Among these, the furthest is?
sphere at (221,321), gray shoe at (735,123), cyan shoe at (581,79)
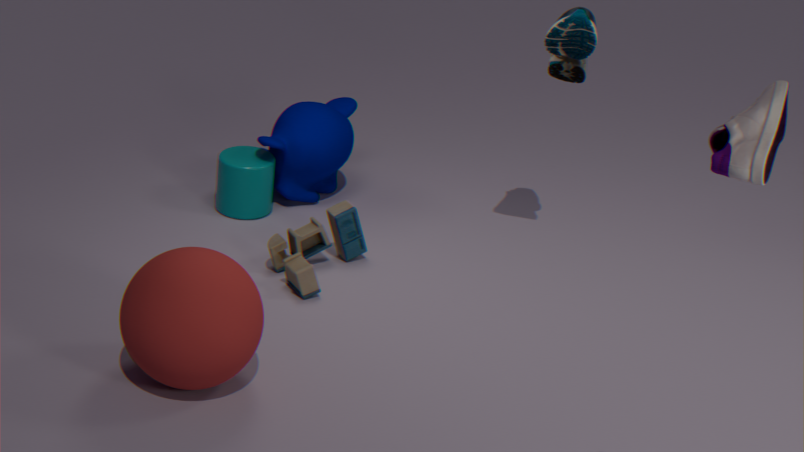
cyan shoe at (581,79)
